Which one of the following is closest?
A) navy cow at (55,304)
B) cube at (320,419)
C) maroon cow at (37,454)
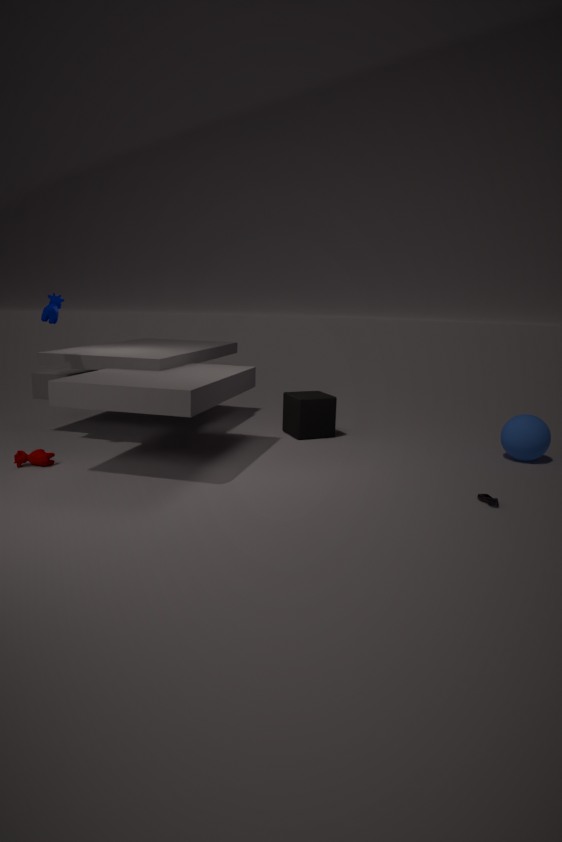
maroon cow at (37,454)
